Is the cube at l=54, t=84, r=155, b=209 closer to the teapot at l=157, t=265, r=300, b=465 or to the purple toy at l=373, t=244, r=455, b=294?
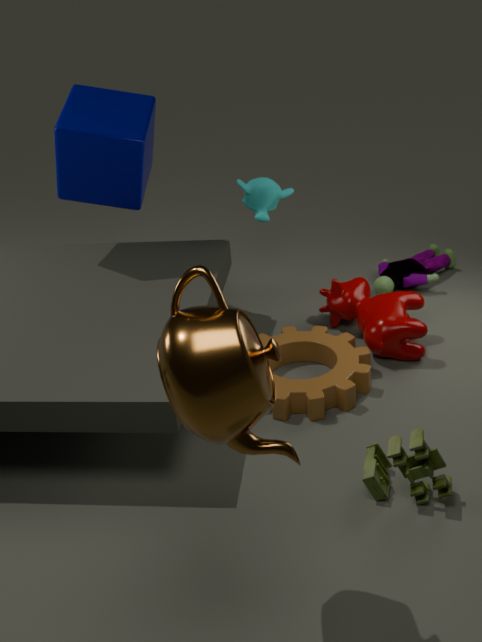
the purple toy at l=373, t=244, r=455, b=294
